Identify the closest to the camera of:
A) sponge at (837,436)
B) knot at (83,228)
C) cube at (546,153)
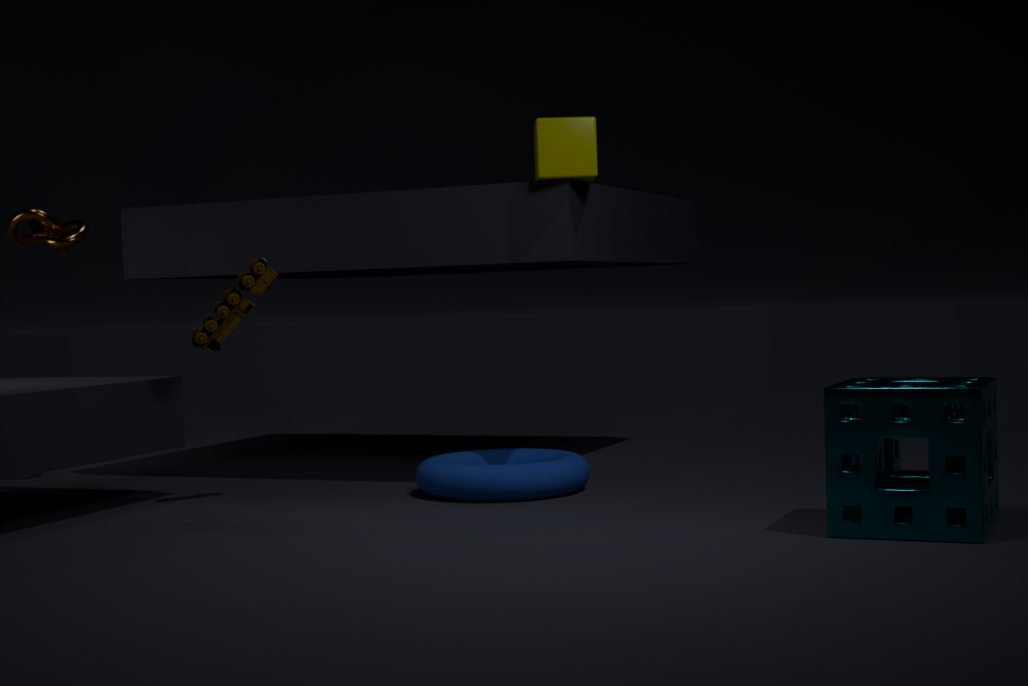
sponge at (837,436)
